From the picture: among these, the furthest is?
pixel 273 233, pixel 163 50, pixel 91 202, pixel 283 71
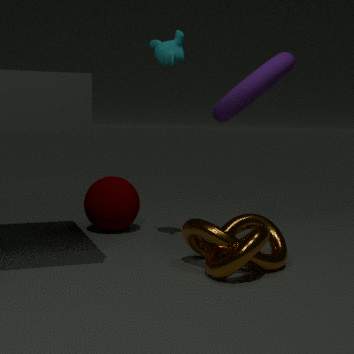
pixel 91 202
